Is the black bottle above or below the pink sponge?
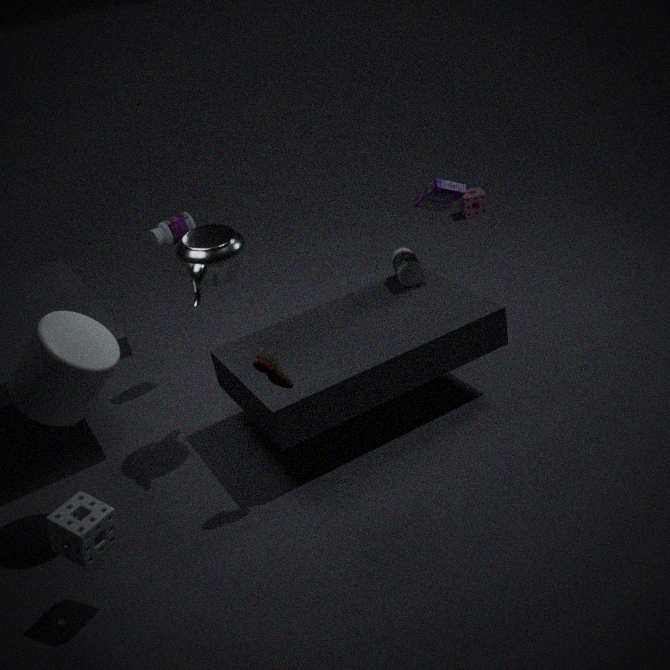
above
